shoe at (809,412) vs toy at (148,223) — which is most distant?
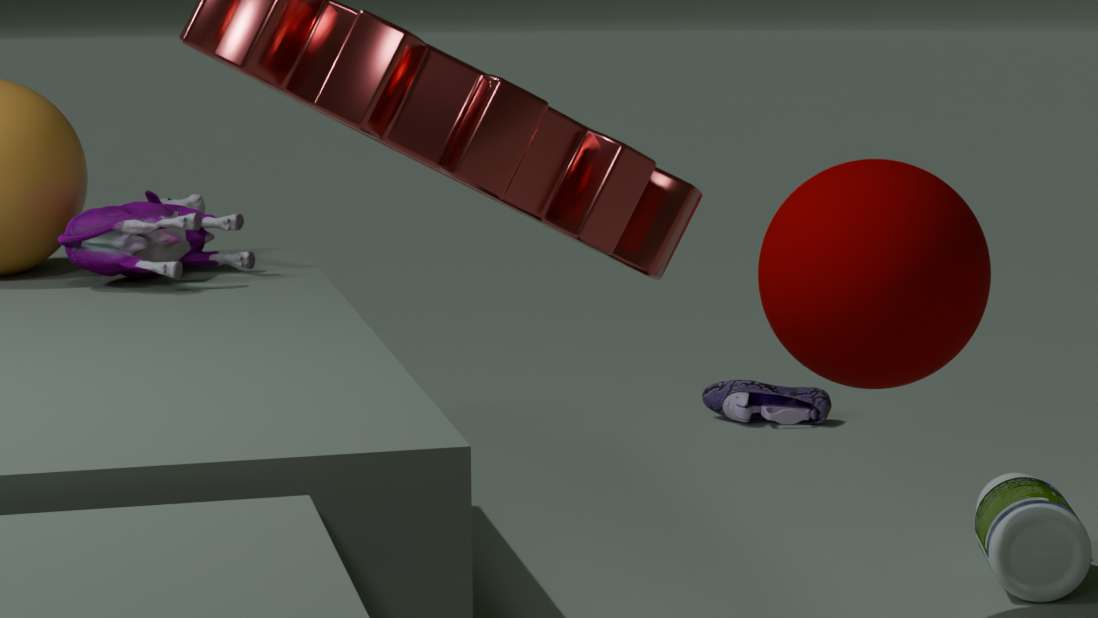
shoe at (809,412)
